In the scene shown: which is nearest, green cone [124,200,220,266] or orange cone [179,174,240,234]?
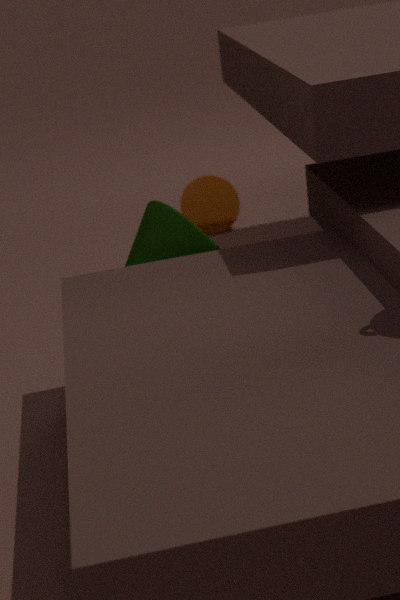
green cone [124,200,220,266]
